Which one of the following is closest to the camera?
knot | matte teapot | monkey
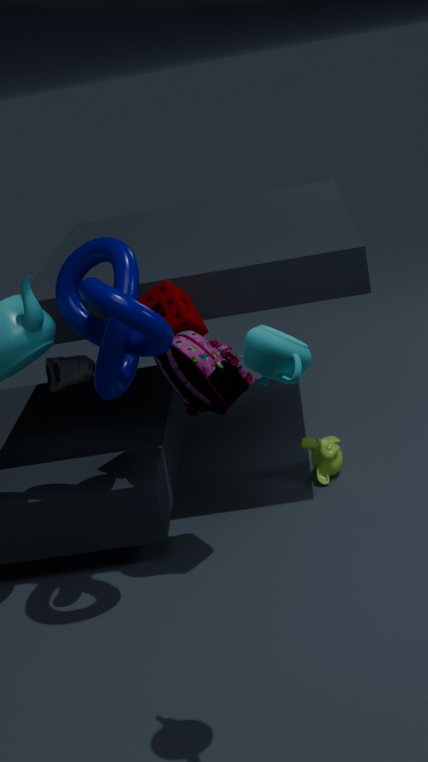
matte teapot
